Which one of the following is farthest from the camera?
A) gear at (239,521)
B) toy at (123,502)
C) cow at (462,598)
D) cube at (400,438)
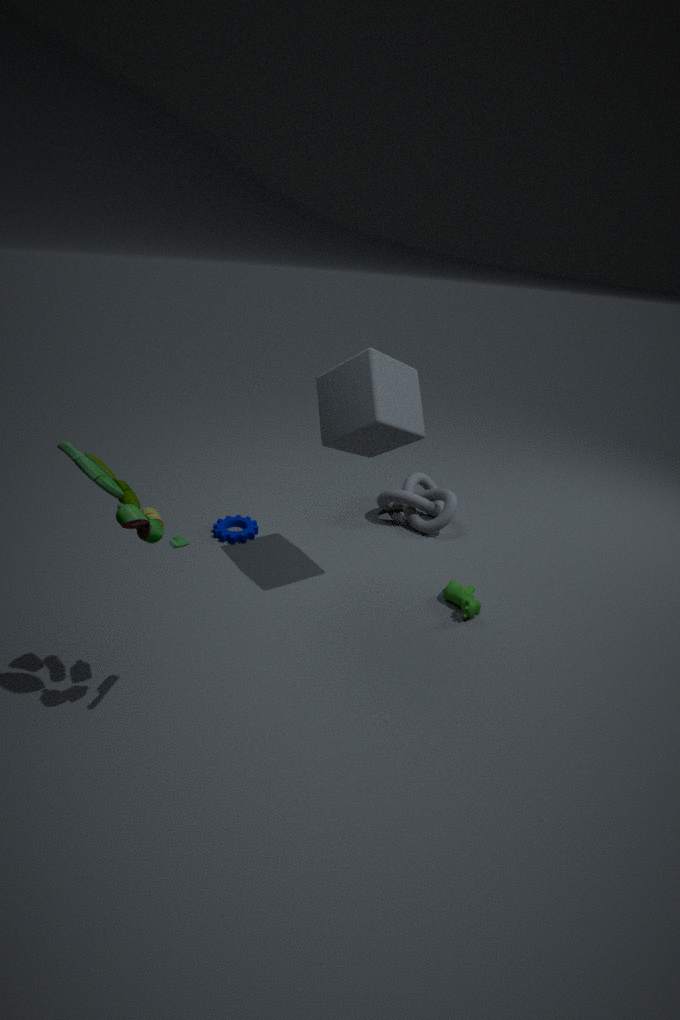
gear at (239,521)
